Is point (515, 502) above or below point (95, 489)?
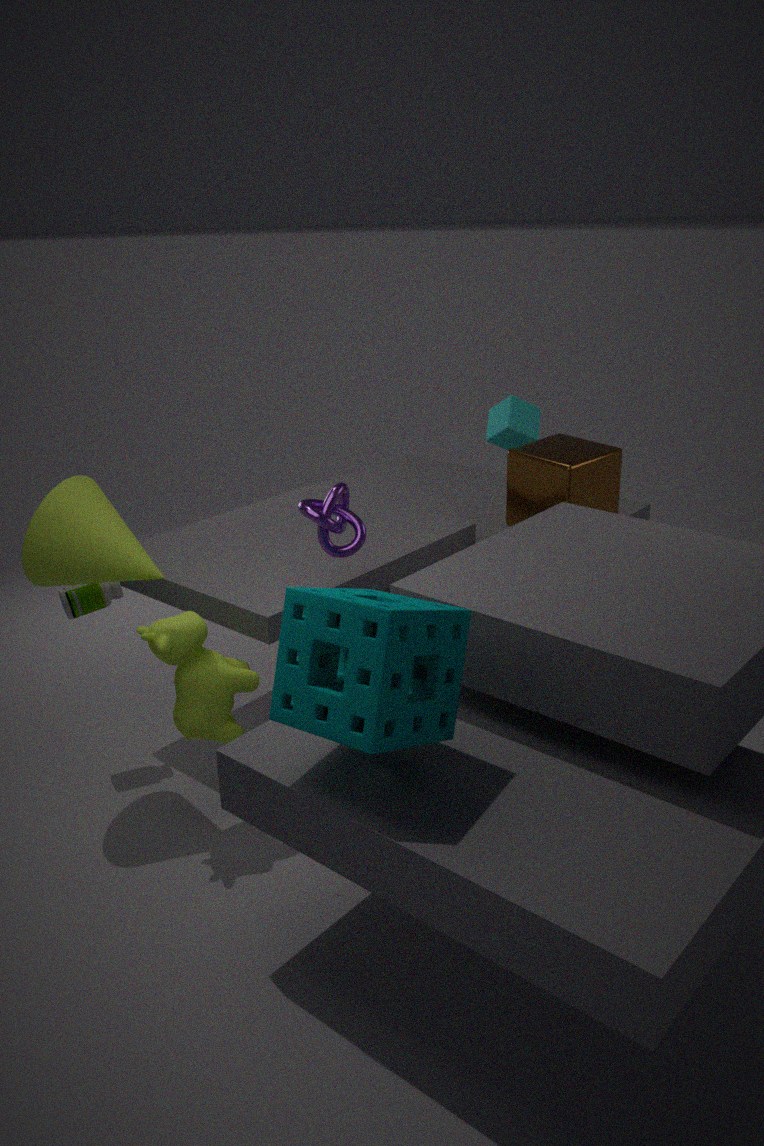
below
